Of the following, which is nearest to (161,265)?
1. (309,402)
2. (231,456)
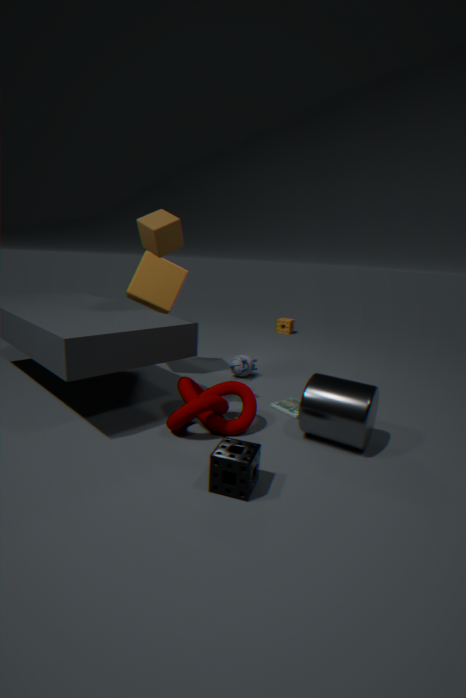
(309,402)
